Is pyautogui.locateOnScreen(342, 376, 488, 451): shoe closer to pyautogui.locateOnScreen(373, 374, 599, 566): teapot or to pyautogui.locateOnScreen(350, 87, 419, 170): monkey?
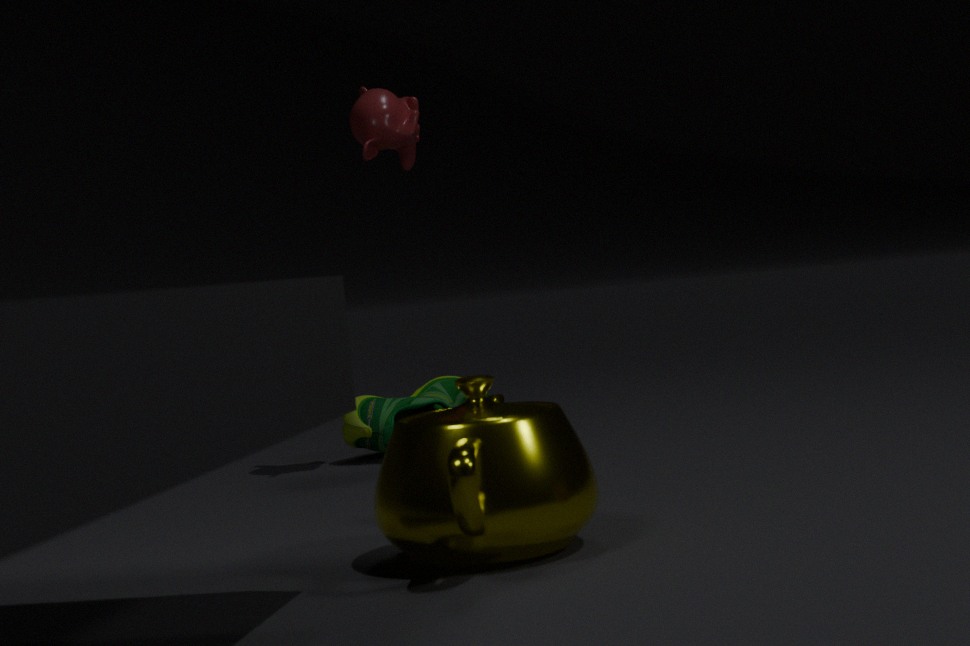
pyautogui.locateOnScreen(350, 87, 419, 170): monkey
